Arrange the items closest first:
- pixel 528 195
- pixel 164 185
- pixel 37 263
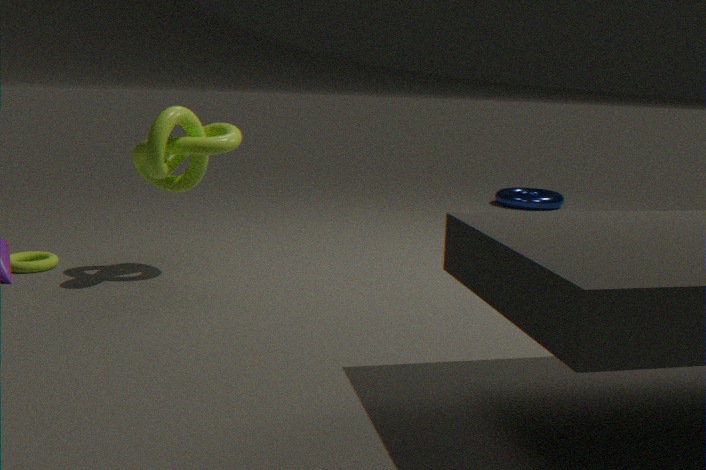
pixel 37 263
pixel 164 185
pixel 528 195
